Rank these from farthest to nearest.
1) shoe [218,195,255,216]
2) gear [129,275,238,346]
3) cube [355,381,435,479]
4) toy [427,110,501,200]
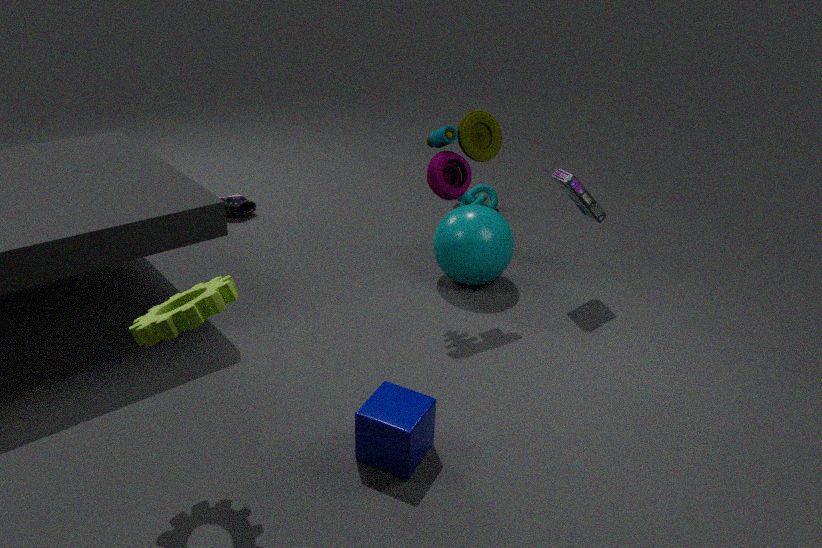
1. shoe [218,195,255,216] → 4. toy [427,110,501,200] → 3. cube [355,381,435,479] → 2. gear [129,275,238,346]
